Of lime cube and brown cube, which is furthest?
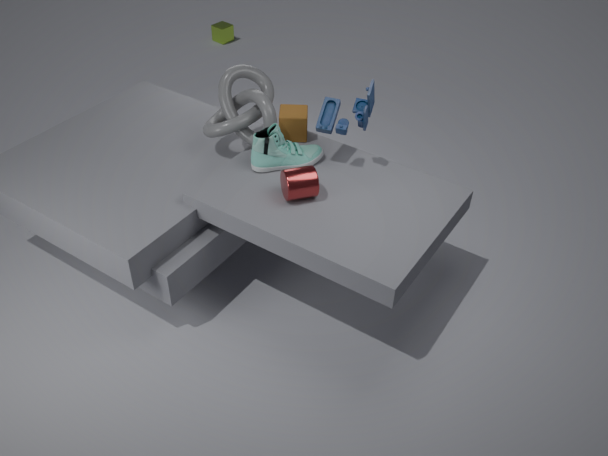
lime cube
